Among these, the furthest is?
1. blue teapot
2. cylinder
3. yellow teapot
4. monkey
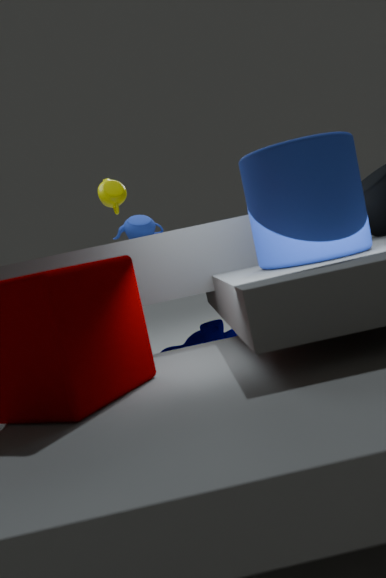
yellow teapot
